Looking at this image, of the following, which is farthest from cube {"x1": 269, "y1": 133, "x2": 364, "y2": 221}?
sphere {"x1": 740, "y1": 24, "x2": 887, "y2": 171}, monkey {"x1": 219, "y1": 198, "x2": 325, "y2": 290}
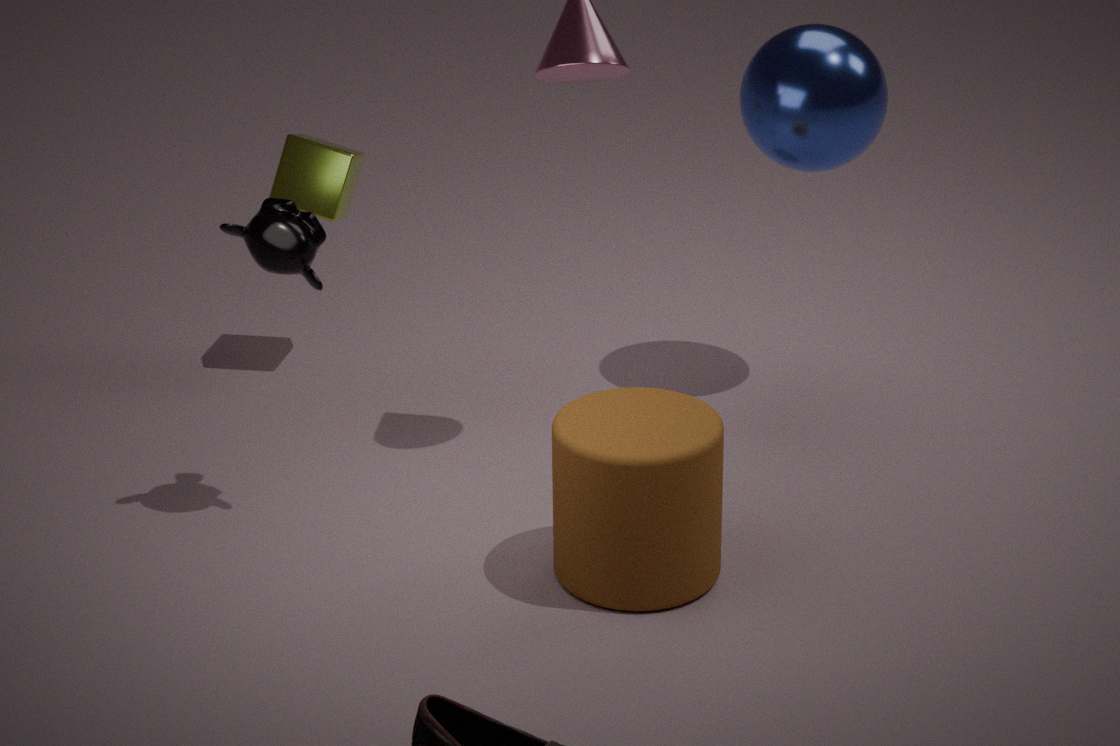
sphere {"x1": 740, "y1": 24, "x2": 887, "y2": 171}
